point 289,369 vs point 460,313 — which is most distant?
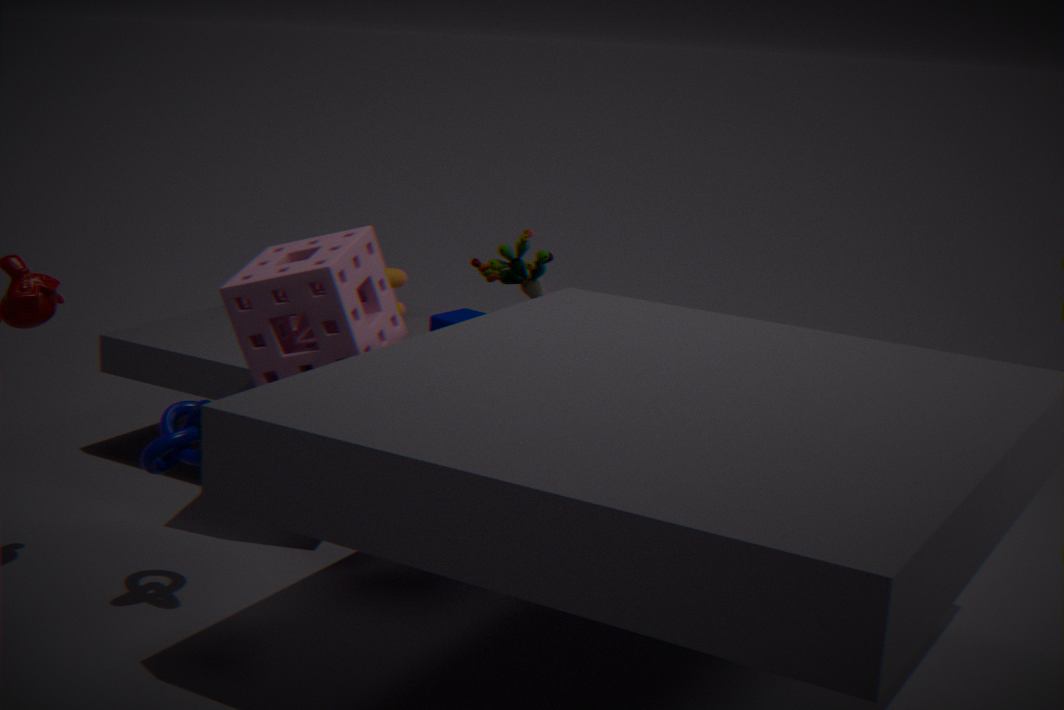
point 460,313
